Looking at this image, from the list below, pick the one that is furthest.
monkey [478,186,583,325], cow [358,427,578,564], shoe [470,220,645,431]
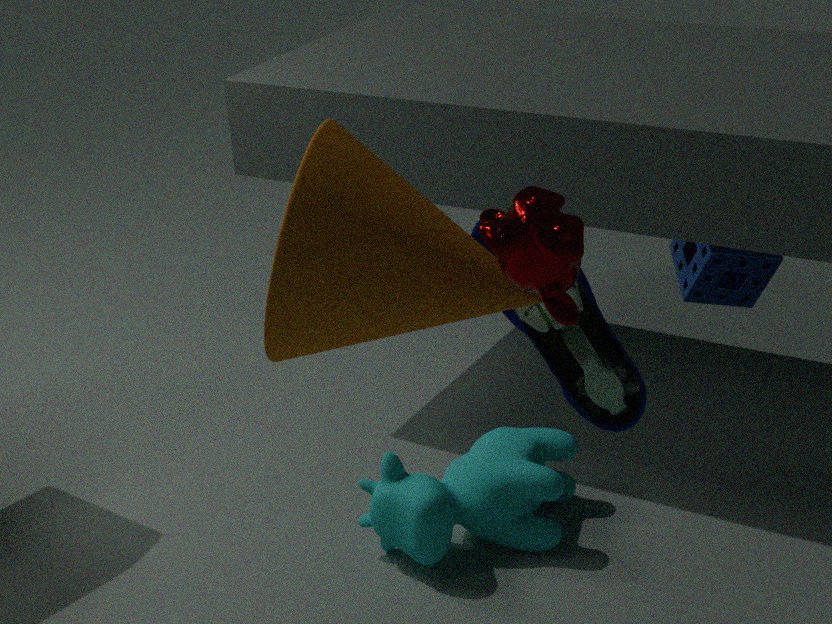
cow [358,427,578,564]
